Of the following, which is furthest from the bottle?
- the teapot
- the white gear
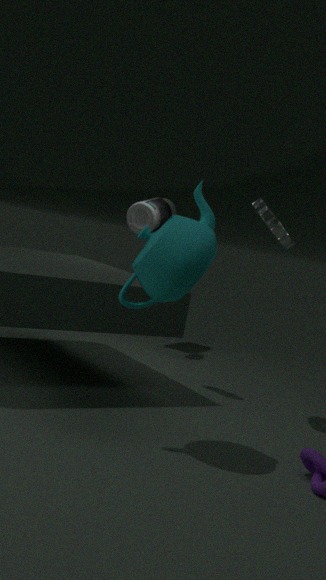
the teapot
